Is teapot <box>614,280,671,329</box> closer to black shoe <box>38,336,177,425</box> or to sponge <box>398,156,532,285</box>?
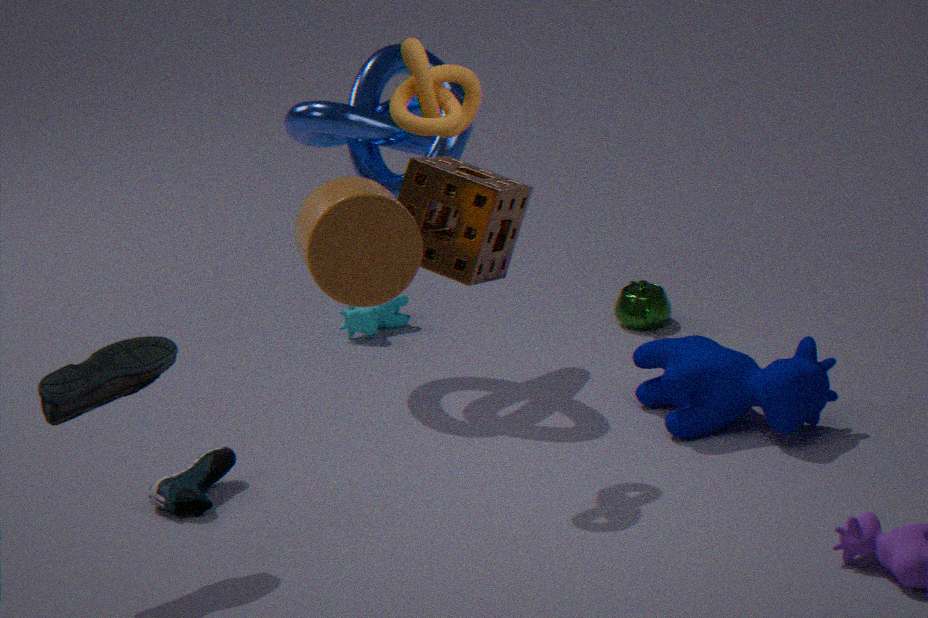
black shoe <box>38,336,177,425</box>
